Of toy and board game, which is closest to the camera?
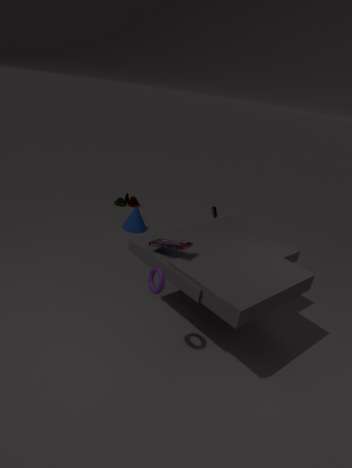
board game
